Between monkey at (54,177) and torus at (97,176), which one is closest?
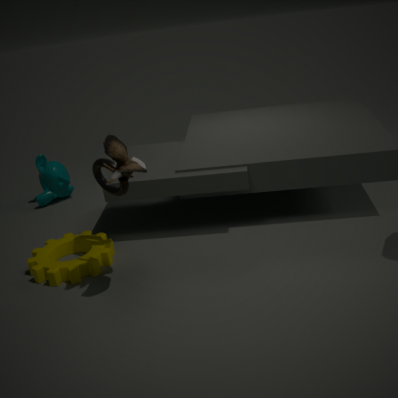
torus at (97,176)
